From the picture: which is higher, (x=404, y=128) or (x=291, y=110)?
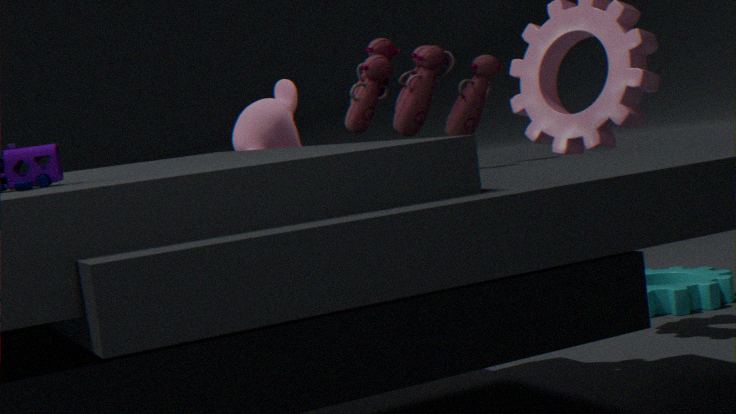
(x=404, y=128)
